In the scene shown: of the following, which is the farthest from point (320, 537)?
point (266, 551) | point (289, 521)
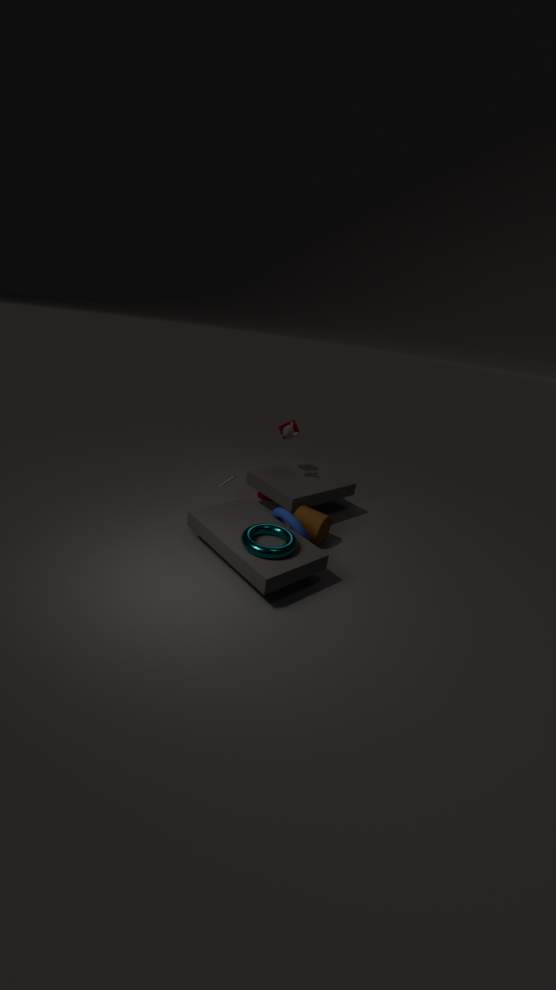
point (266, 551)
